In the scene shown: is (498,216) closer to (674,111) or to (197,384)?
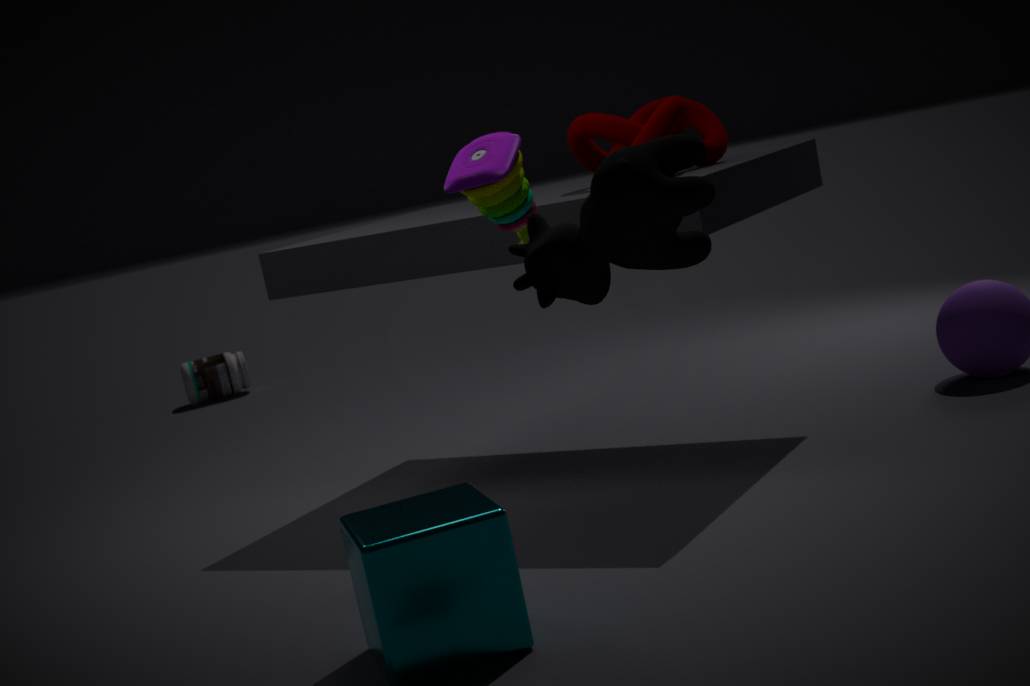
(674,111)
